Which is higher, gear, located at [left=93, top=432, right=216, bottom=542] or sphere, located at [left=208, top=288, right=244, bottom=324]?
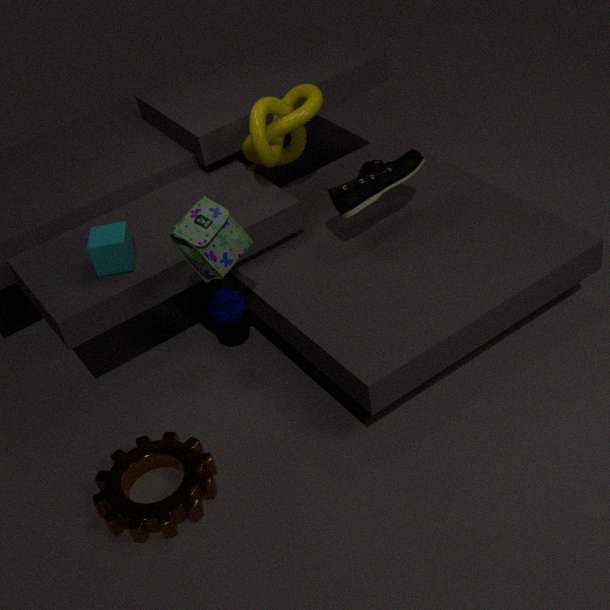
sphere, located at [left=208, top=288, right=244, bottom=324]
